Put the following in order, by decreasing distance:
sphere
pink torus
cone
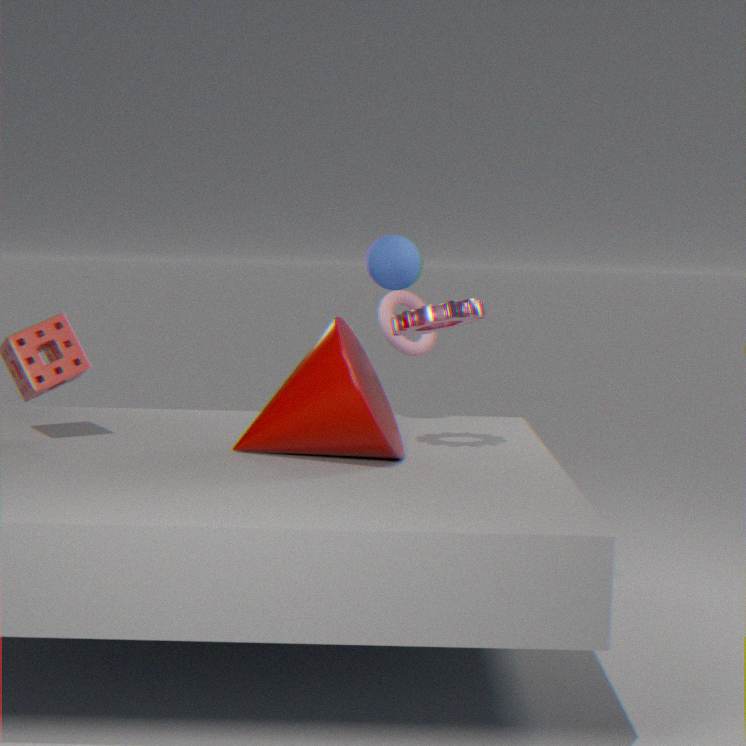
pink torus, sphere, cone
